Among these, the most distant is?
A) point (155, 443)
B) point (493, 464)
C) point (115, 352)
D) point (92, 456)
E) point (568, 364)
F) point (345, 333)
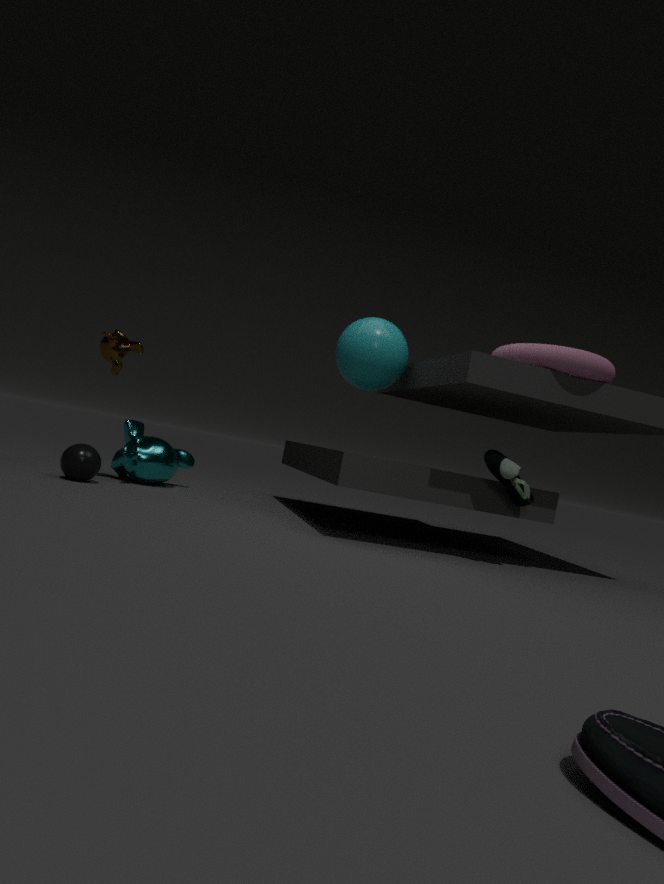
point (155, 443)
